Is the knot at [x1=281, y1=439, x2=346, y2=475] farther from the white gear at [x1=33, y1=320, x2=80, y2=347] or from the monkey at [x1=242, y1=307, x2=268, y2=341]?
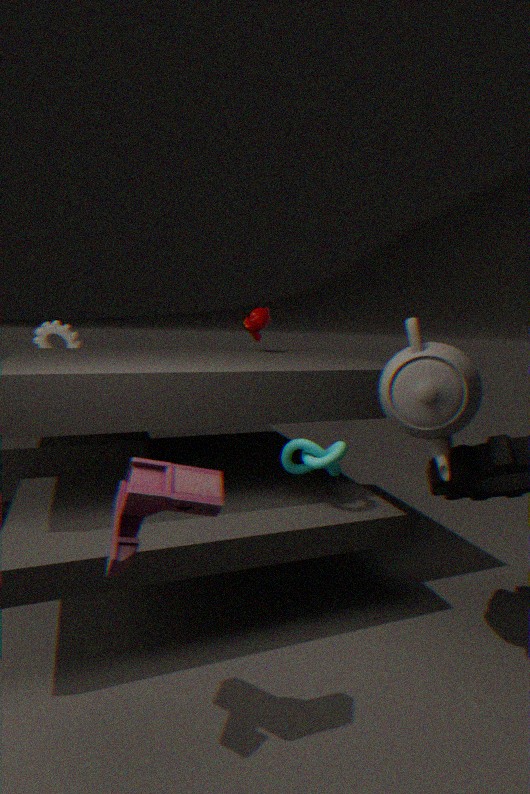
the white gear at [x1=33, y1=320, x2=80, y2=347]
